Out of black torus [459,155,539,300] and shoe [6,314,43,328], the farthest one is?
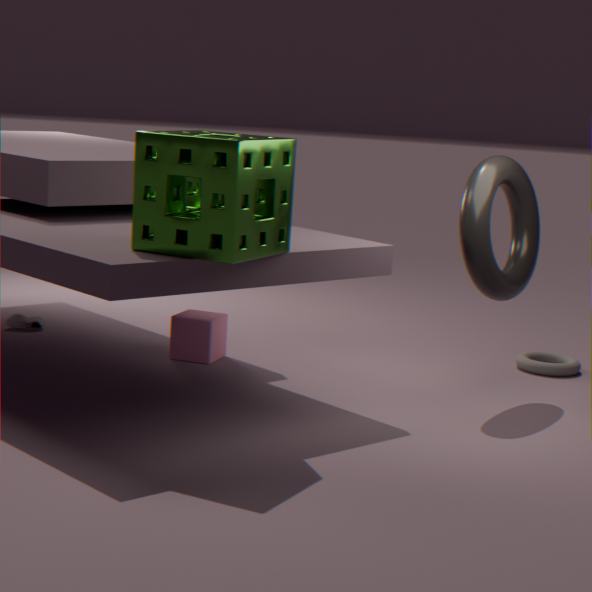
shoe [6,314,43,328]
